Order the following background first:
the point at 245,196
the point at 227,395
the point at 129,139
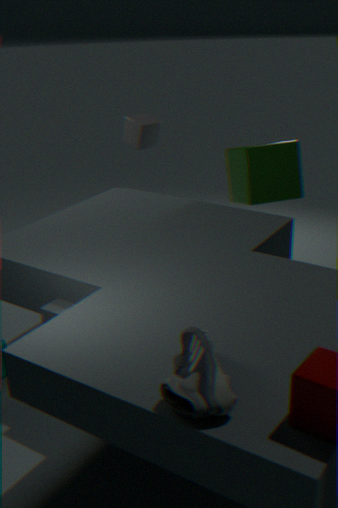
the point at 129,139
the point at 245,196
the point at 227,395
